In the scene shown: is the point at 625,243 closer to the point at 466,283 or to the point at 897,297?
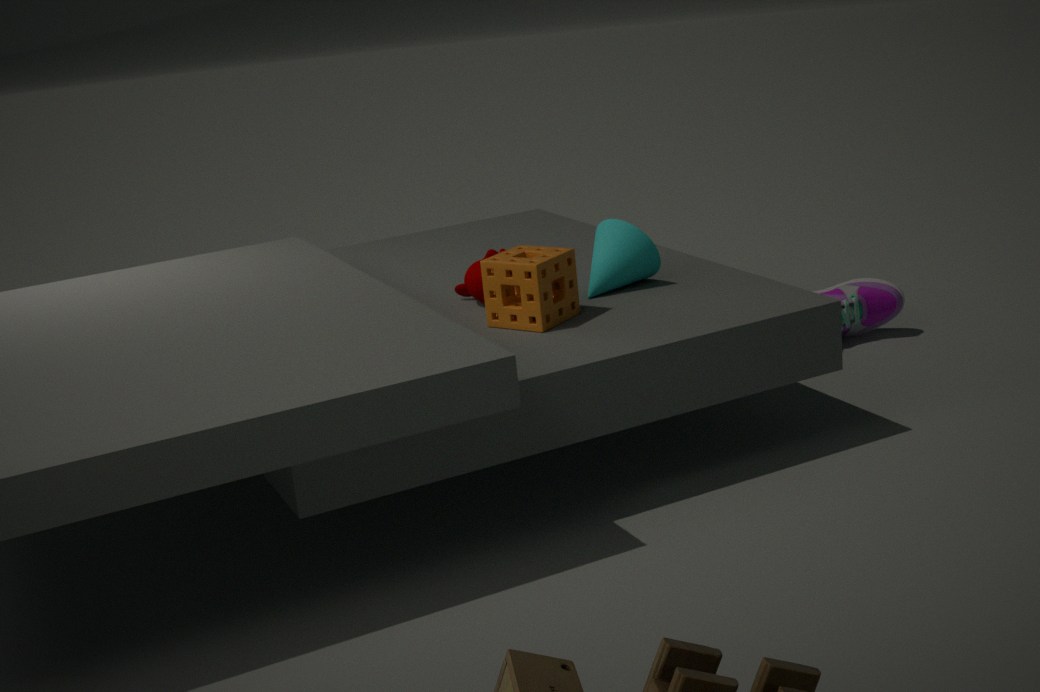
the point at 466,283
